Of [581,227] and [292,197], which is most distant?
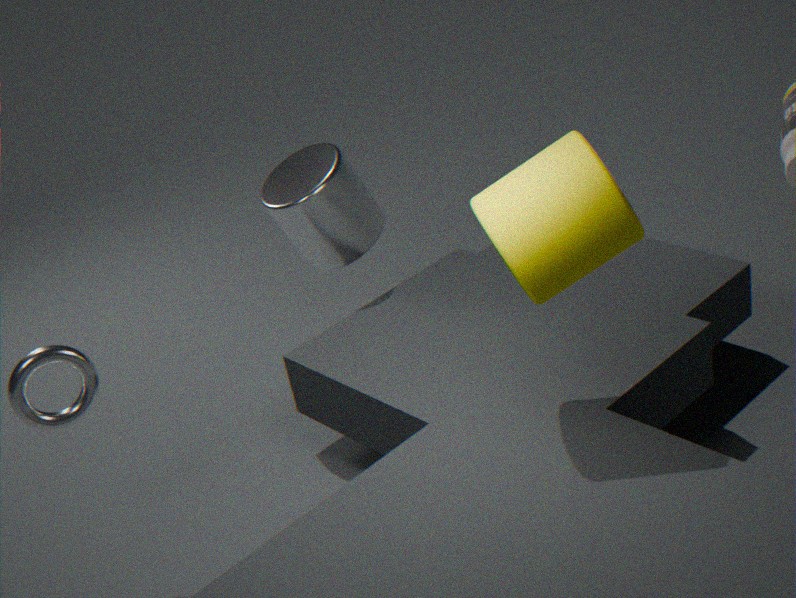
[292,197]
